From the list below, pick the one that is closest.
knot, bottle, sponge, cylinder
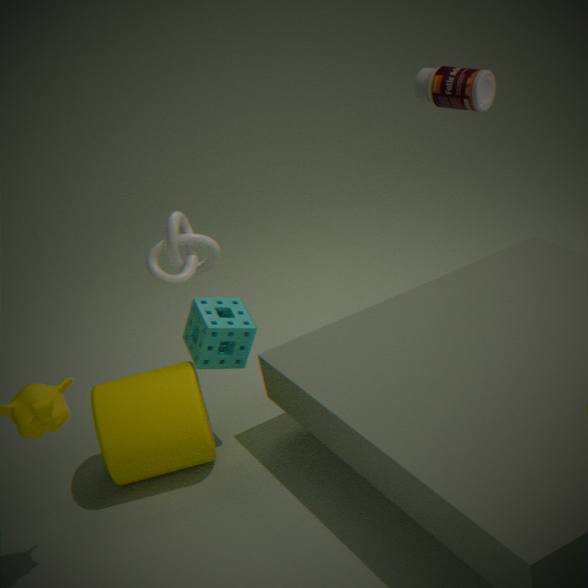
cylinder
